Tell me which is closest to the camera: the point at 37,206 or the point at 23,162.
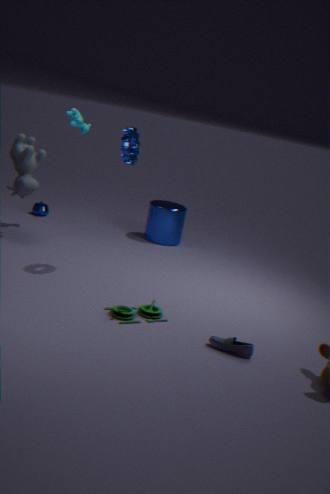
the point at 23,162
